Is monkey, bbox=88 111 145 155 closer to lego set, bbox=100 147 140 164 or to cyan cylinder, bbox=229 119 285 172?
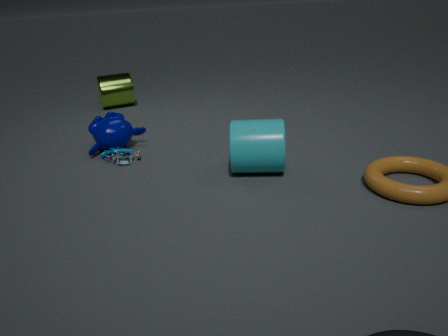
lego set, bbox=100 147 140 164
